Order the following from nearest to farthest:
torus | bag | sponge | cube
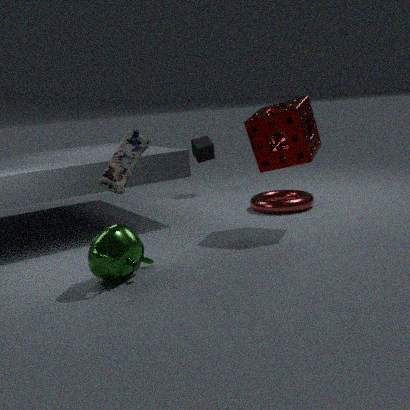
bag < sponge < torus < cube
